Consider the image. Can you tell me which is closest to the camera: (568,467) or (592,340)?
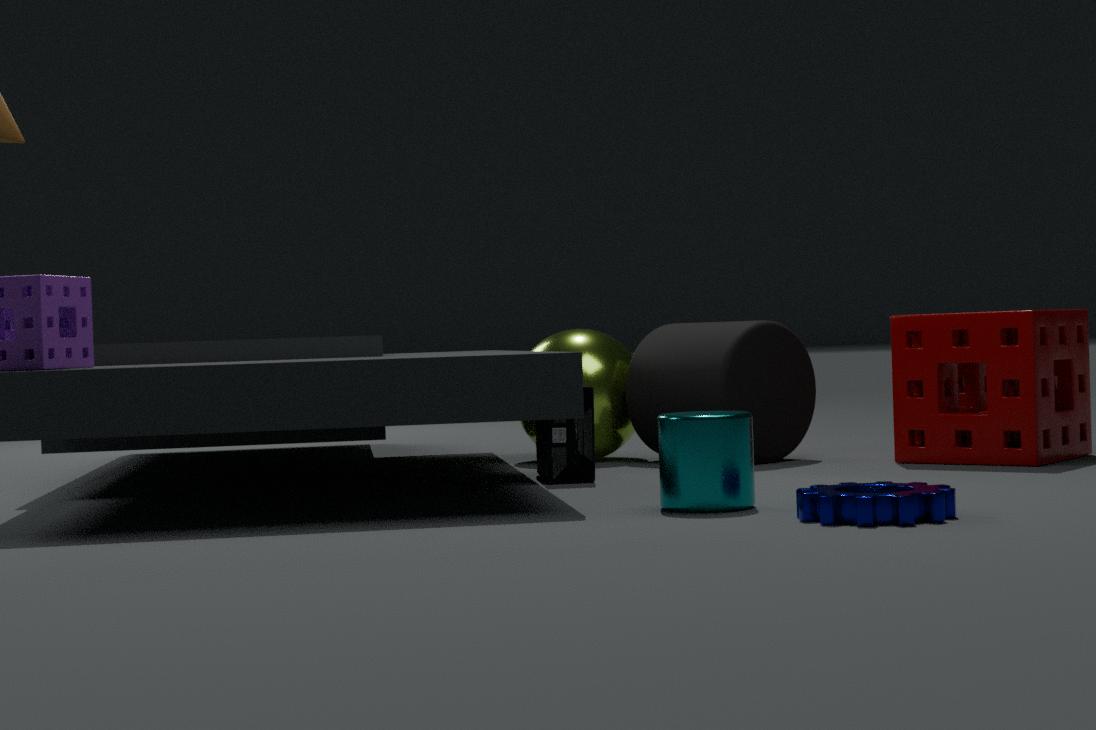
(568,467)
